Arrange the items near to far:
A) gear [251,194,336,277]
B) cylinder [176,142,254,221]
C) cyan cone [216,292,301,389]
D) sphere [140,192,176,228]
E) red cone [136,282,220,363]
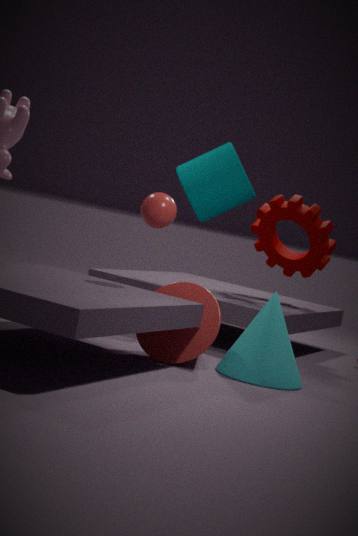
cyan cone [216,292,301,389] → red cone [136,282,220,363] → sphere [140,192,176,228] → cylinder [176,142,254,221] → gear [251,194,336,277]
